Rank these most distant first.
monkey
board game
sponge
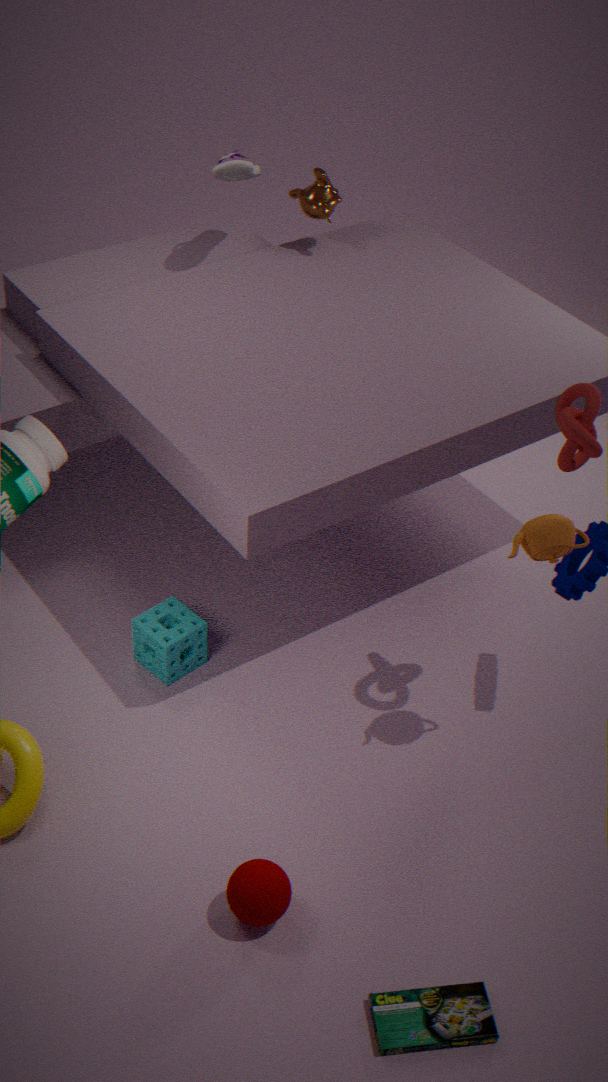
monkey → sponge → board game
